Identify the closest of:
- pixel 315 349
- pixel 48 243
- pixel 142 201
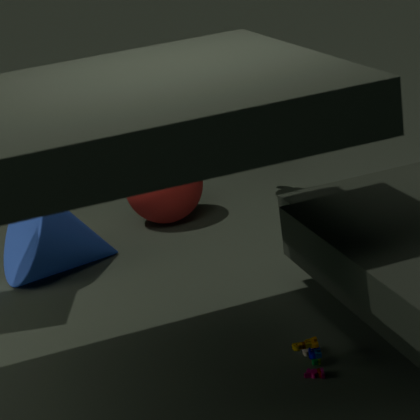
pixel 315 349
